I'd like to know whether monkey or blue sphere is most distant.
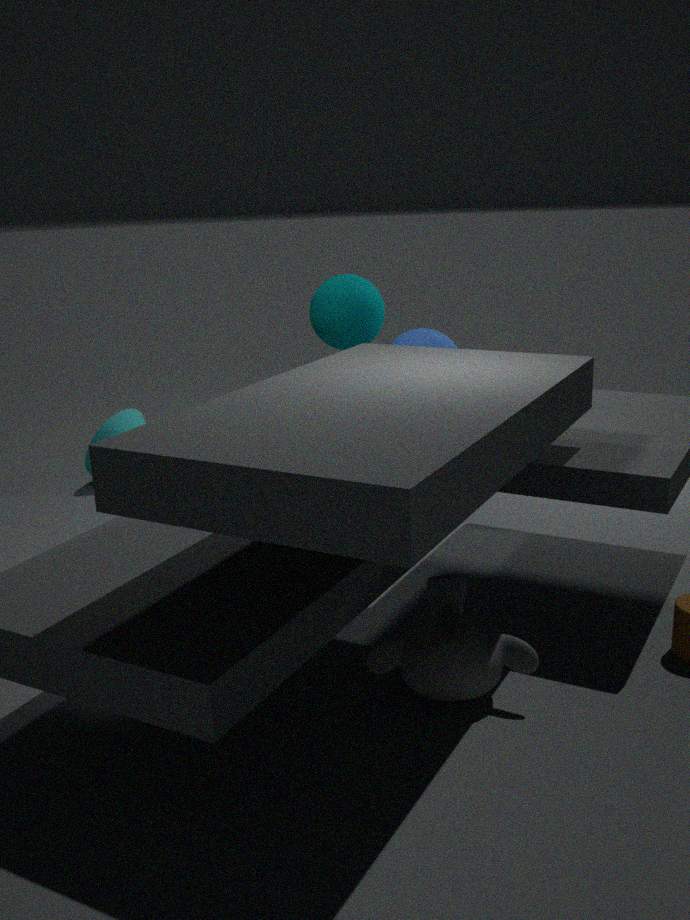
blue sphere
